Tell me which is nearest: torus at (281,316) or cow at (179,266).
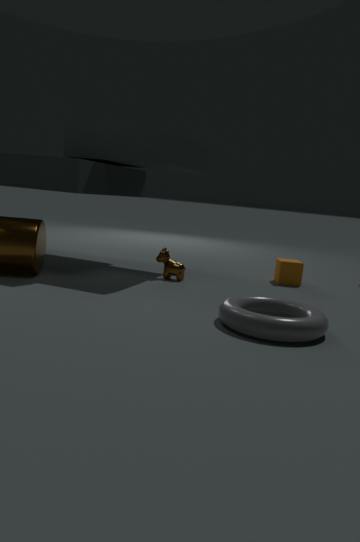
torus at (281,316)
